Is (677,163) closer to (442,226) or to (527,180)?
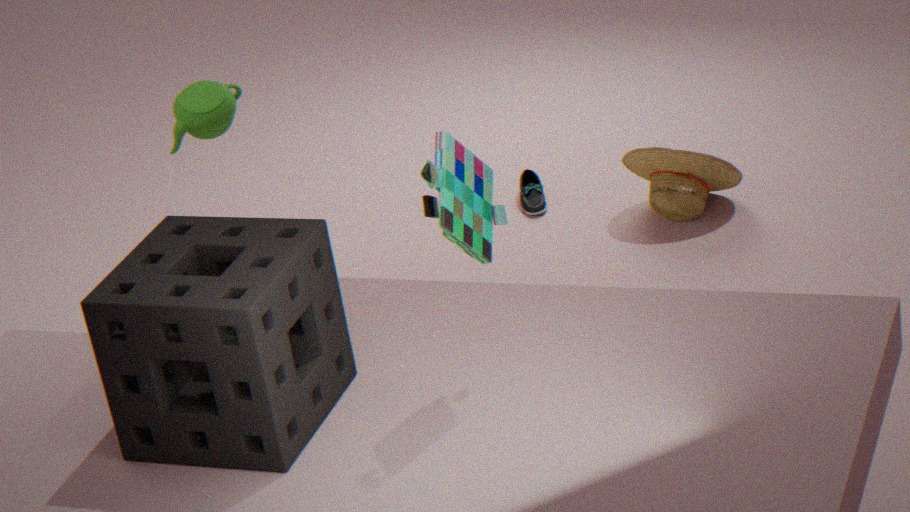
(527,180)
